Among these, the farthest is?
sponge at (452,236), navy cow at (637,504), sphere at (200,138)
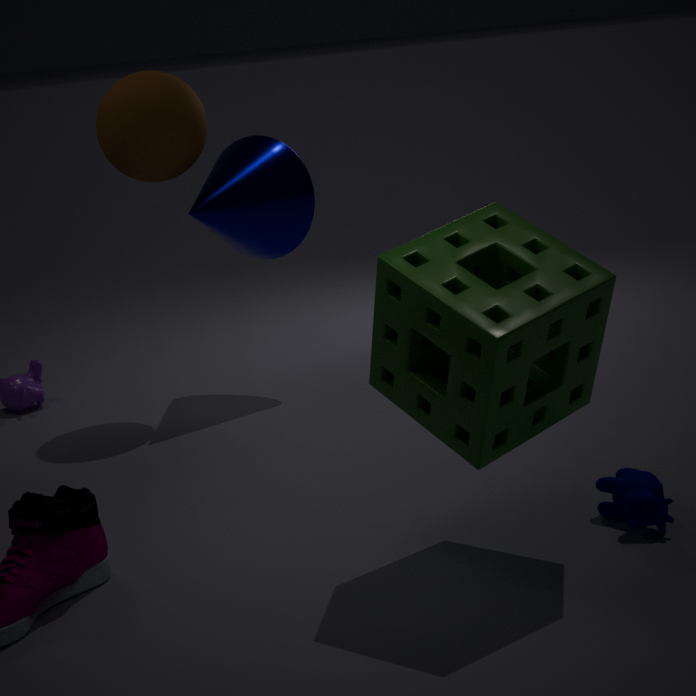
sphere at (200,138)
